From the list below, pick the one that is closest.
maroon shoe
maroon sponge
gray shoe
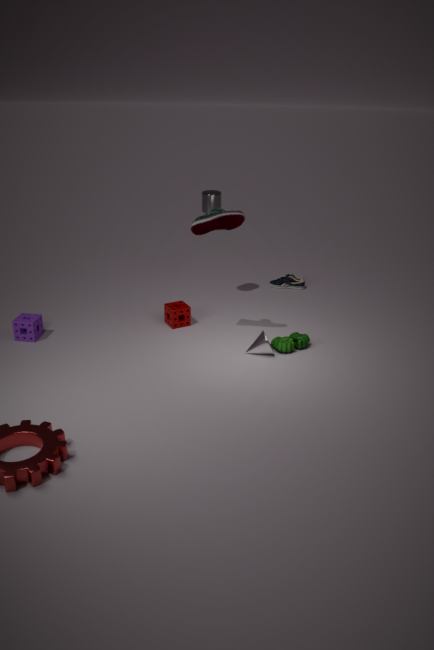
maroon shoe
